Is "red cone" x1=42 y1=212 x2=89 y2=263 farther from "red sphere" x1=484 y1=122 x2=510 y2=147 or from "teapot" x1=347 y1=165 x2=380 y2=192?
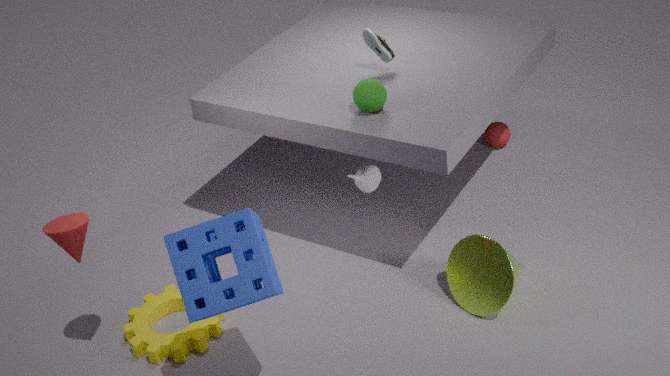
"red sphere" x1=484 y1=122 x2=510 y2=147
